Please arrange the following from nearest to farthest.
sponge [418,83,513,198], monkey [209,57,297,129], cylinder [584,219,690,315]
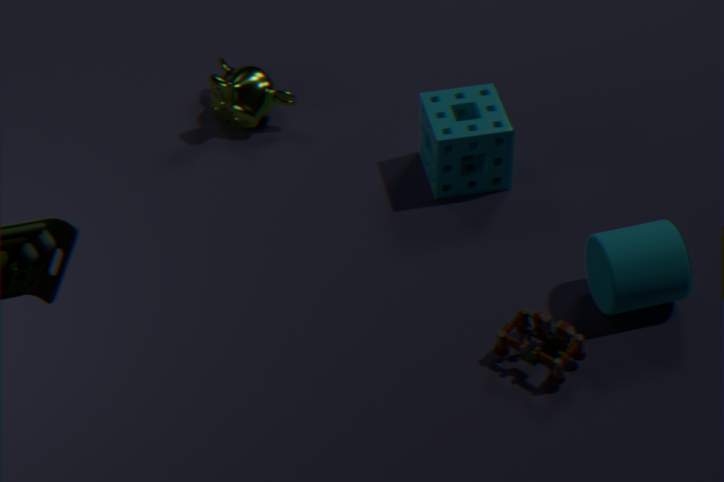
1. cylinder [584,219,690,315]
2. sponge [418,83,513,198]
3. monkey [209,57,297,129]
